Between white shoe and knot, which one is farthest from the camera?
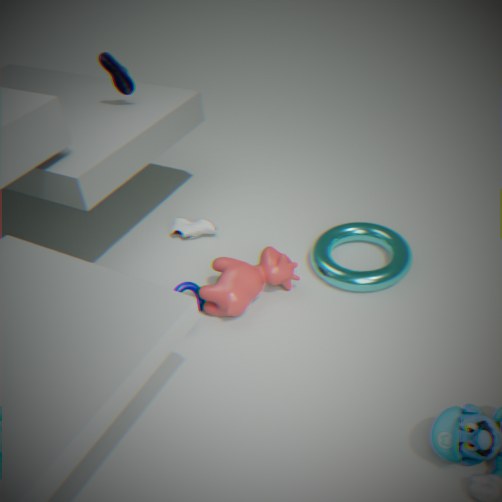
A: white shoe
